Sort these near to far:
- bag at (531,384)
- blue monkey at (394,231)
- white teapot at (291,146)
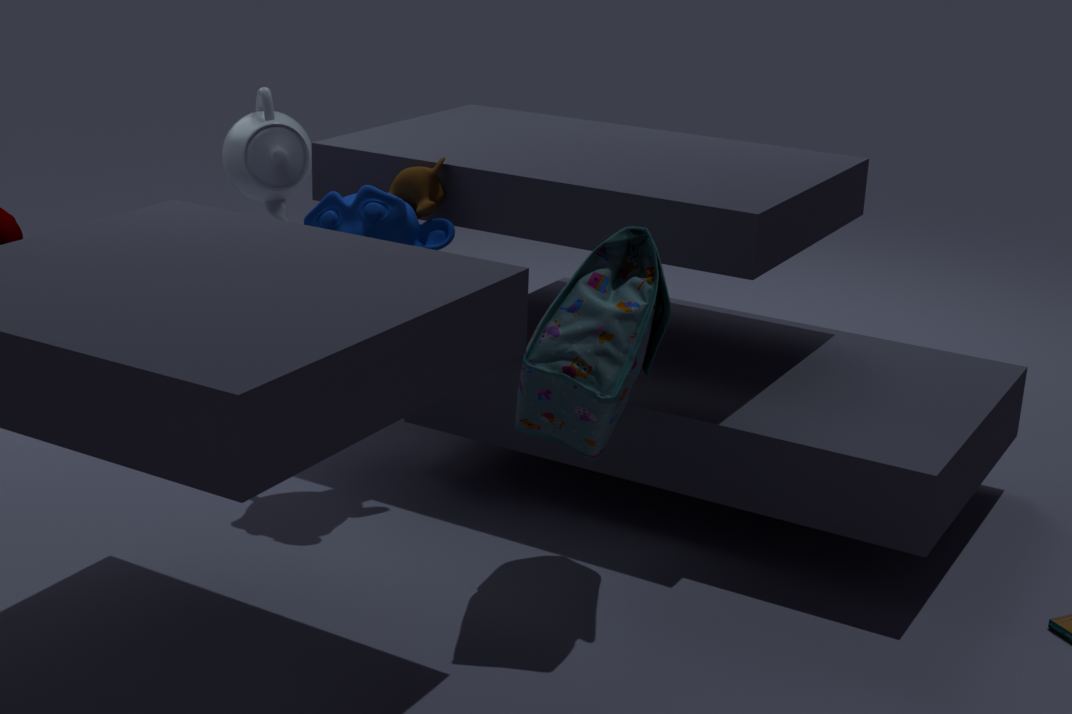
bag at (531,384)
blue monkey at (394,231)
white teapot at (291,146)
